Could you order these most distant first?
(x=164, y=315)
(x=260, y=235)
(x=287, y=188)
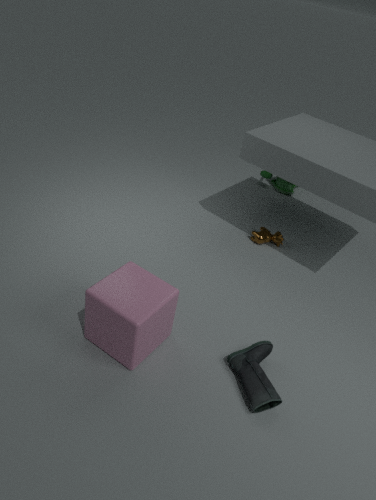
1. (x=287, y=188)
2. (x=260, y=235)
3. (x=164, y=315)
